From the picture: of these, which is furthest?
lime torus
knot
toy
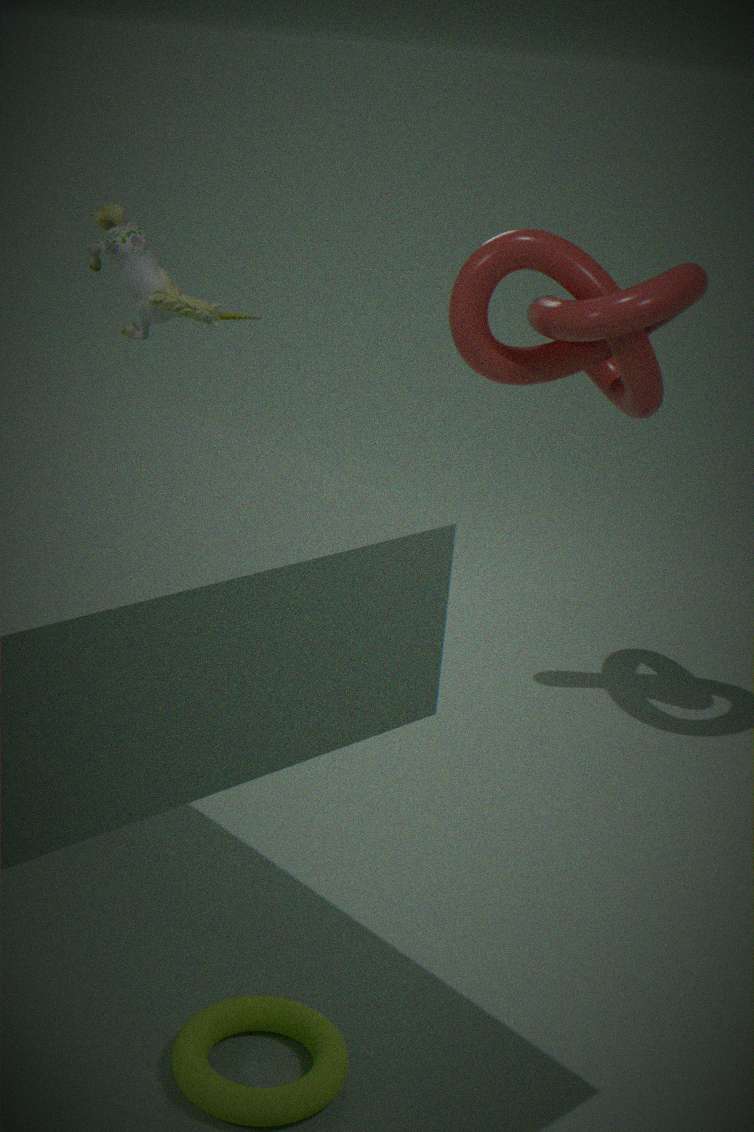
knot
